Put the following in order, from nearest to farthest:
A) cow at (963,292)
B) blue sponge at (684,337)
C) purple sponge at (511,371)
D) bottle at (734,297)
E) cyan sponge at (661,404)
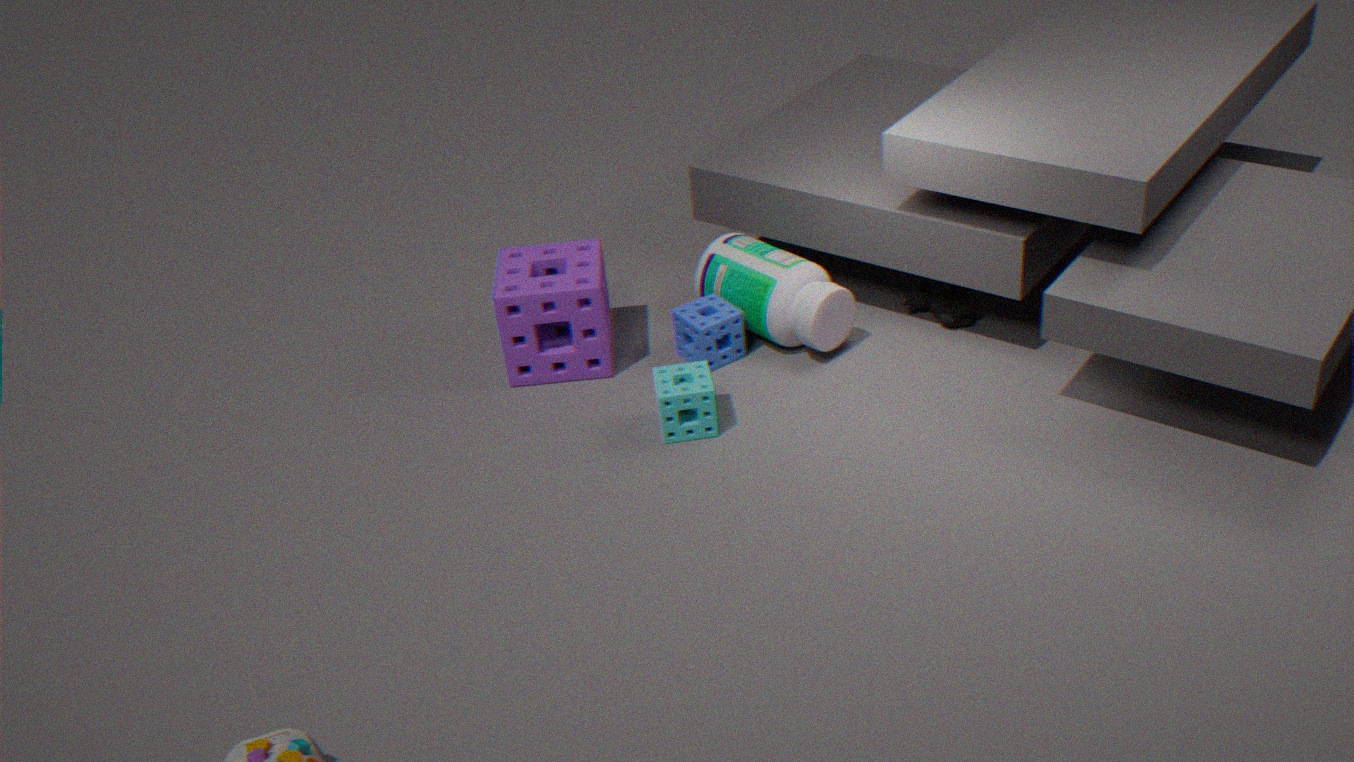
cyan sponge at (661,404) → purple sponge at (511,371) → bottle at (734,297) → blue sponge at (684,337) → cow at (963,292)
